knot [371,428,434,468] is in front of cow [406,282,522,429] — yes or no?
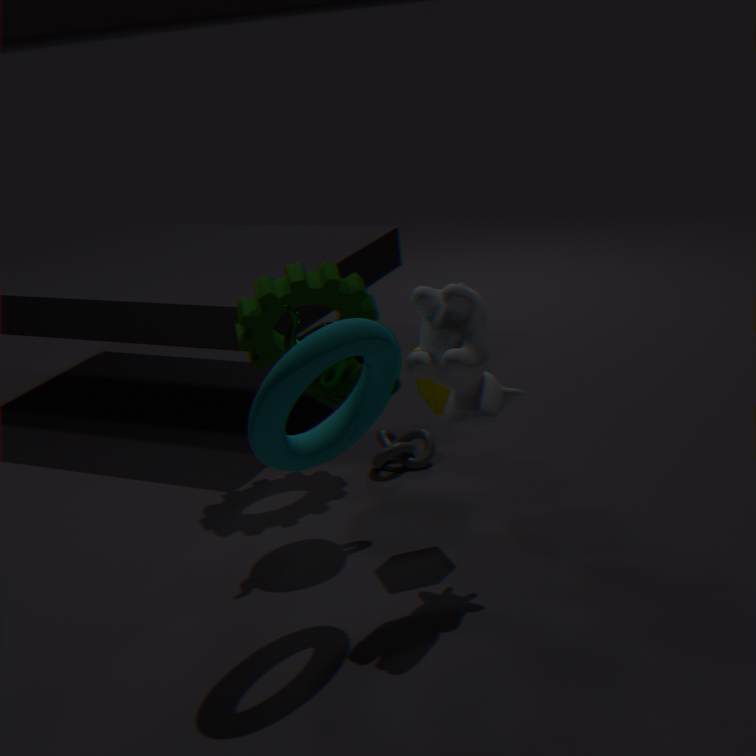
No
